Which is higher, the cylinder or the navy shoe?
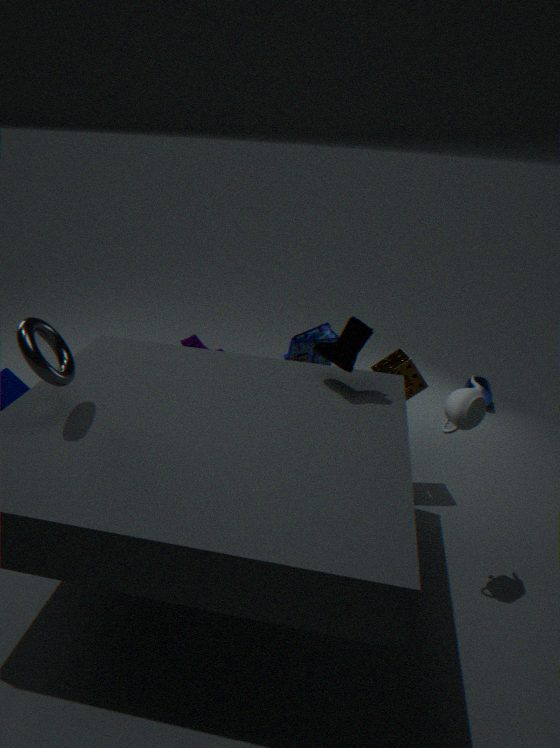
the navy shoe
